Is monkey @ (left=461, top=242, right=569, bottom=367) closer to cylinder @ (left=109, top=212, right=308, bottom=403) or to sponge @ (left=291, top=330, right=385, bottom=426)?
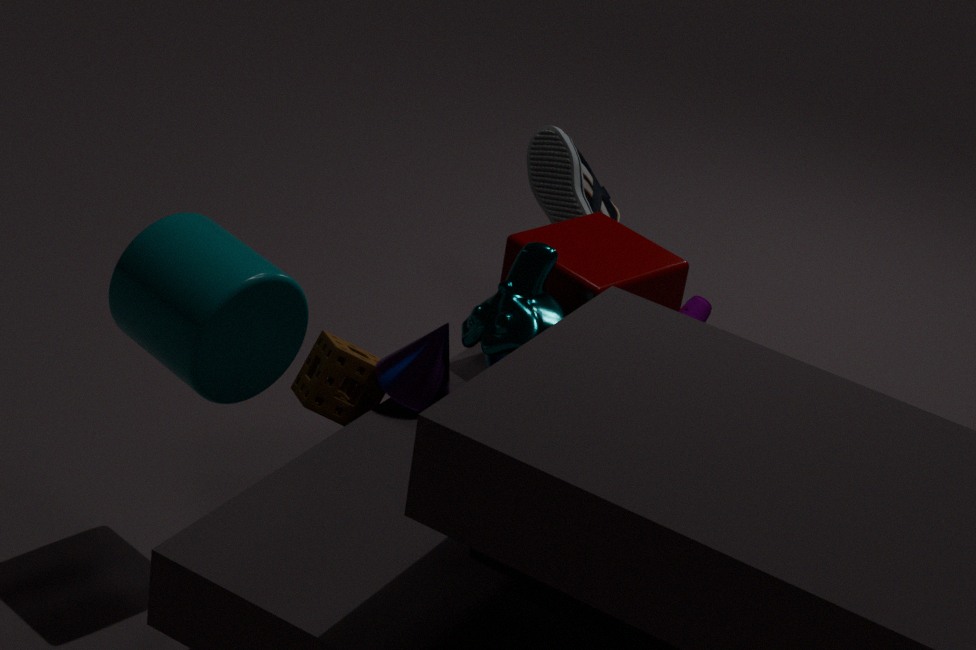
sponge @ (left=291, top=330, right=385, bottom=426)
